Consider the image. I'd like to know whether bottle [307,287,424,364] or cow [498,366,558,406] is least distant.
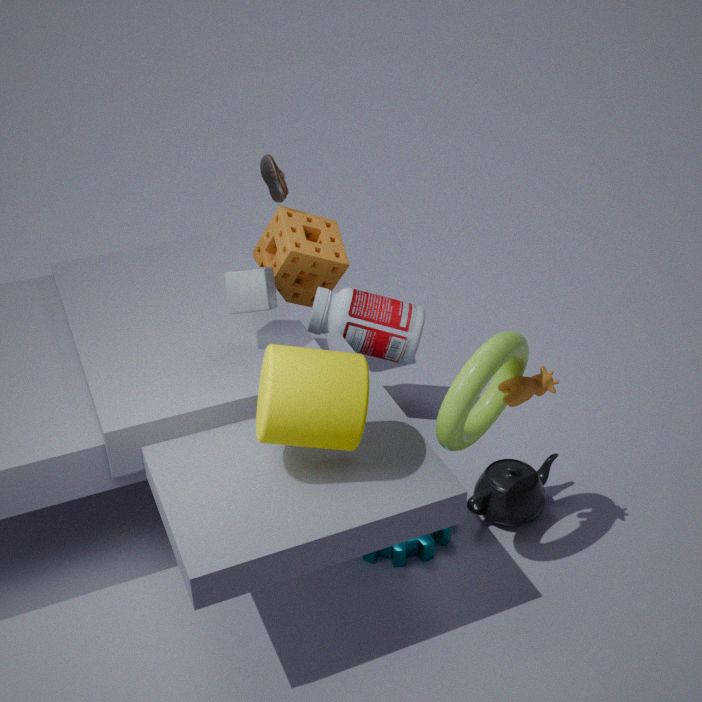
cow [498,366,558,406]
